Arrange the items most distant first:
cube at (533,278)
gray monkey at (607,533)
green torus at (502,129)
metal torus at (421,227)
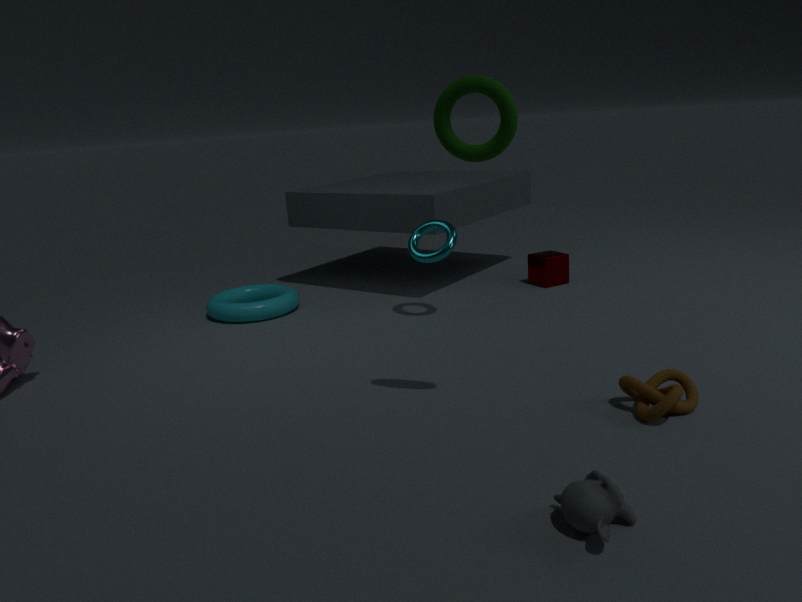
cube at (533,278), metal torus at (421,227), green torus at (502,129), gray monkey at (607,533)
